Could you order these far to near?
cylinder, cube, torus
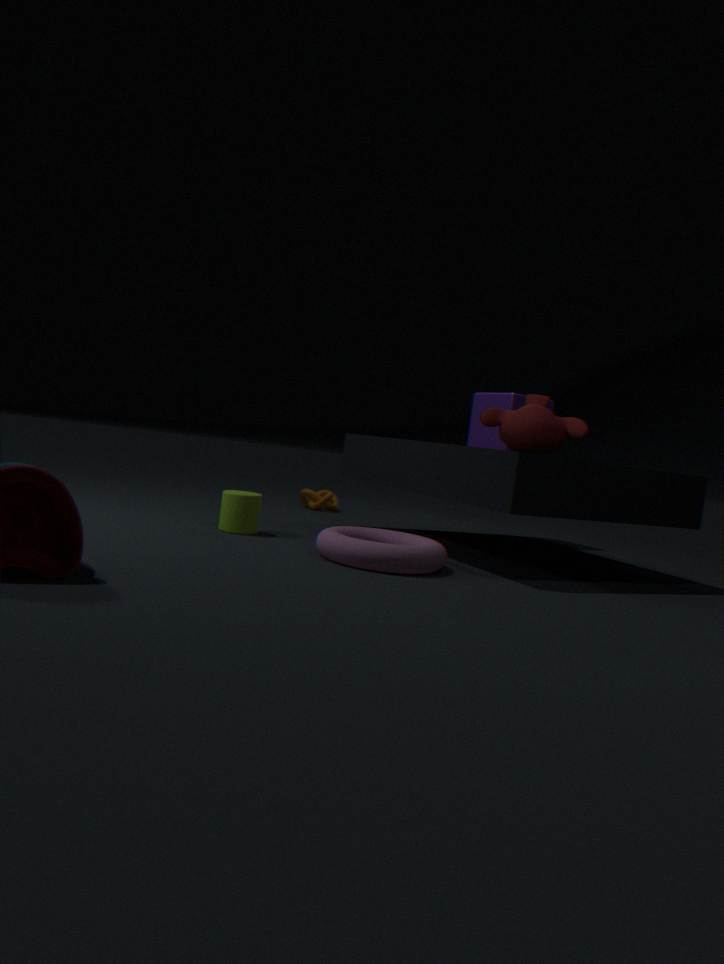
cube → cylinder → torus
